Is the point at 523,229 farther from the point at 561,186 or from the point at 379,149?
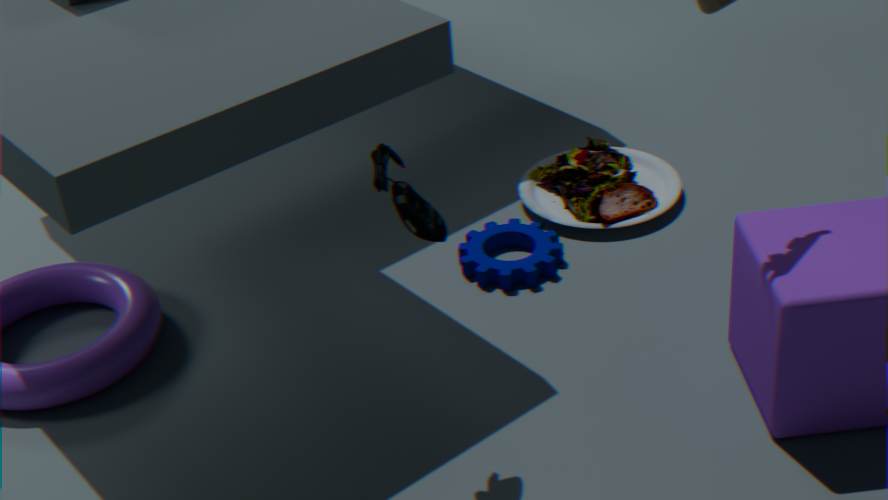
the point at 379,149
